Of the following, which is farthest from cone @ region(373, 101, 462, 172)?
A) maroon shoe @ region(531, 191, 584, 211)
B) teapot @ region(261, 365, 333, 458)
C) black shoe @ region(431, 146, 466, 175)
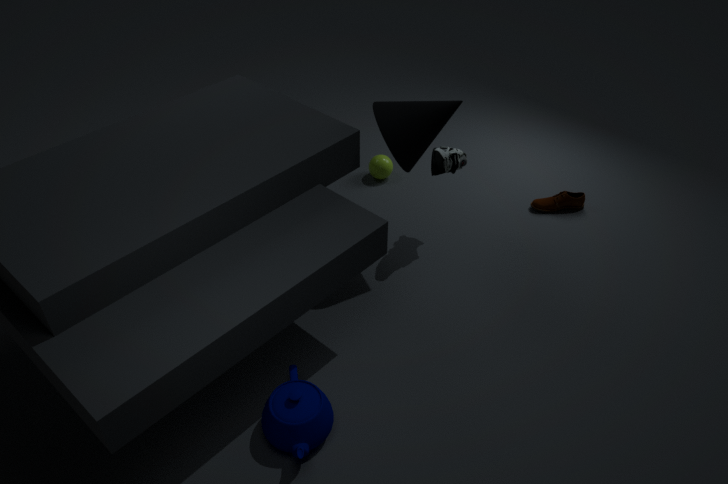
teapot @ region(261, 365, 333, 458)
